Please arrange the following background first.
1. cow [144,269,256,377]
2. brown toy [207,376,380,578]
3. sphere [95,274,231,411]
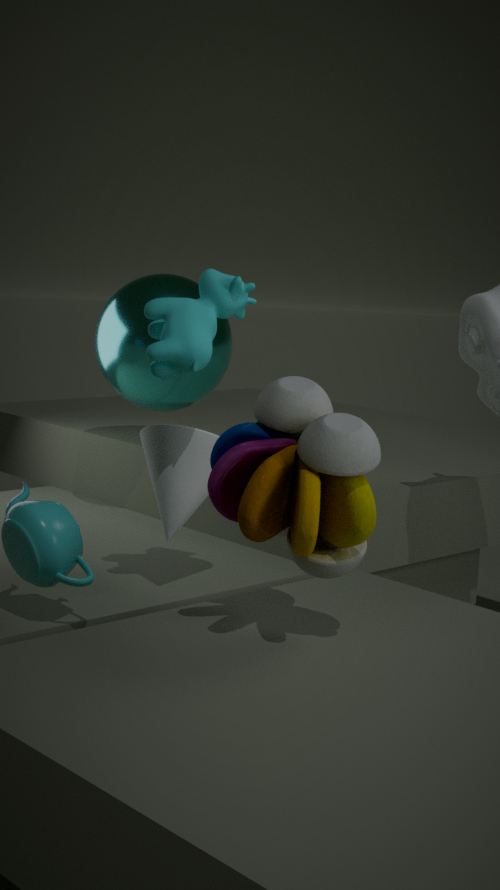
sphere [95,274,231,411]
cow [144,269,256,377]
brown toy [207,376,380,578]
